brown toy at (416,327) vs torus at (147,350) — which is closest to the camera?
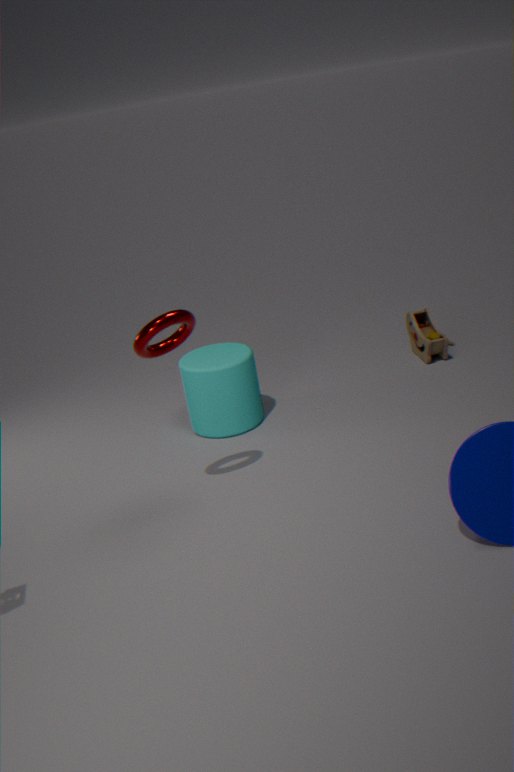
torus at (147,350)
